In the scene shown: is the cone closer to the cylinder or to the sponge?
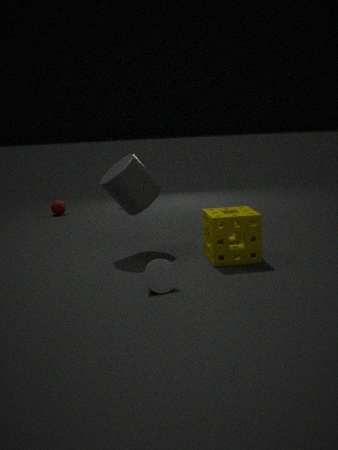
the sponge
